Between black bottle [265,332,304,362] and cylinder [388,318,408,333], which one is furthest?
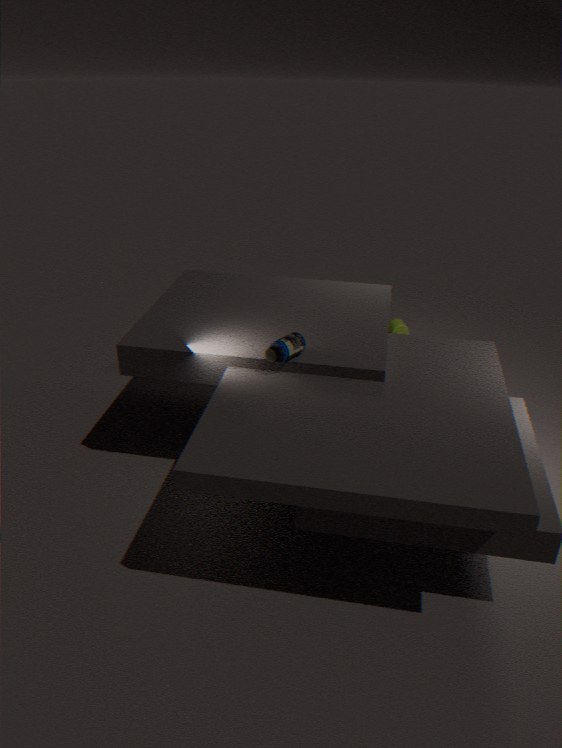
cylinder [388,318,408,333]
